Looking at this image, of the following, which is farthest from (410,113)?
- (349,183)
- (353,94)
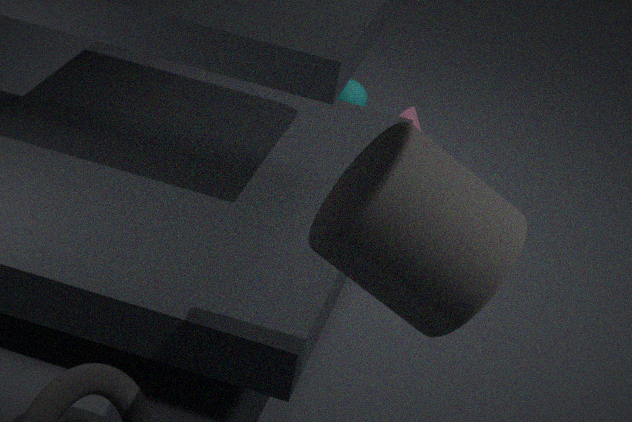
(349,183)
